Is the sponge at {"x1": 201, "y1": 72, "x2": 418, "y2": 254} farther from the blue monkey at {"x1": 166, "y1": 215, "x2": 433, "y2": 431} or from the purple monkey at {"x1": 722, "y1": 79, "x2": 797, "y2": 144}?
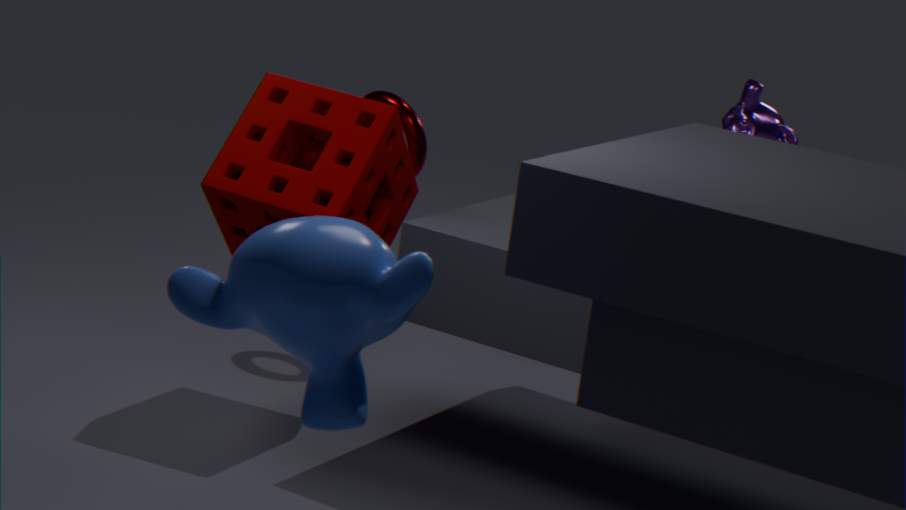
the purple monkey at {"x1": 722, "y1": 79, "x2": 797, "y2": 144}
